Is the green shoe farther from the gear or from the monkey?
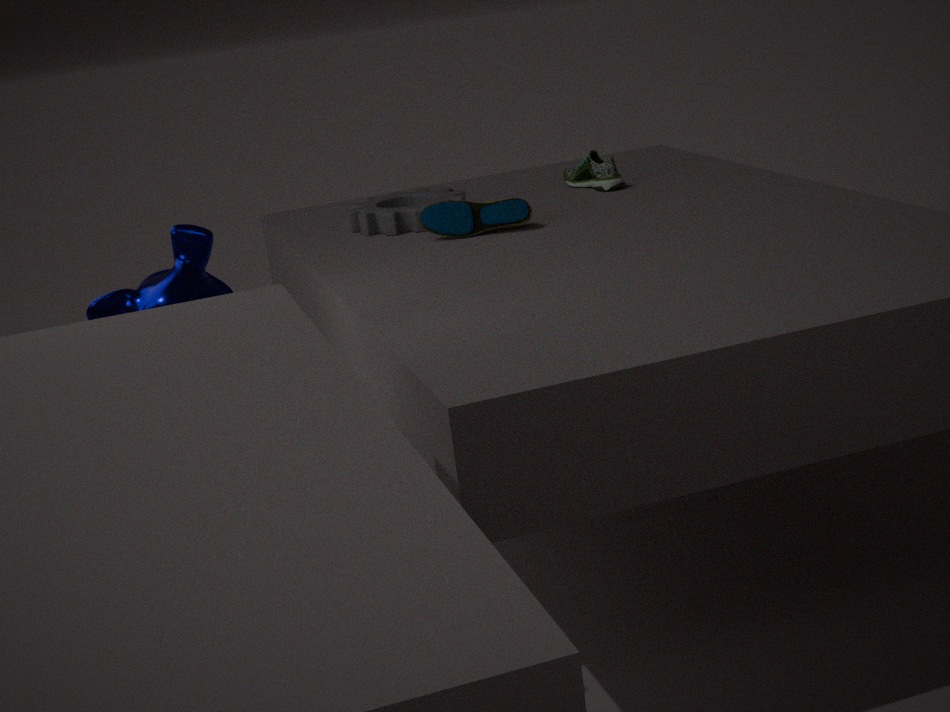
the monkey
